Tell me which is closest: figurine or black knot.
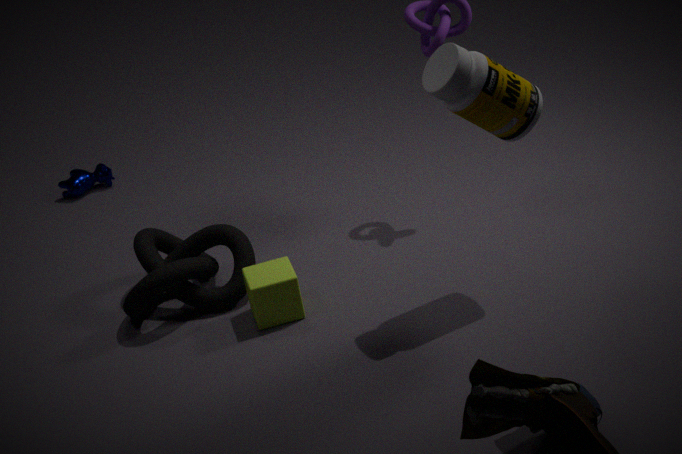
figurine
